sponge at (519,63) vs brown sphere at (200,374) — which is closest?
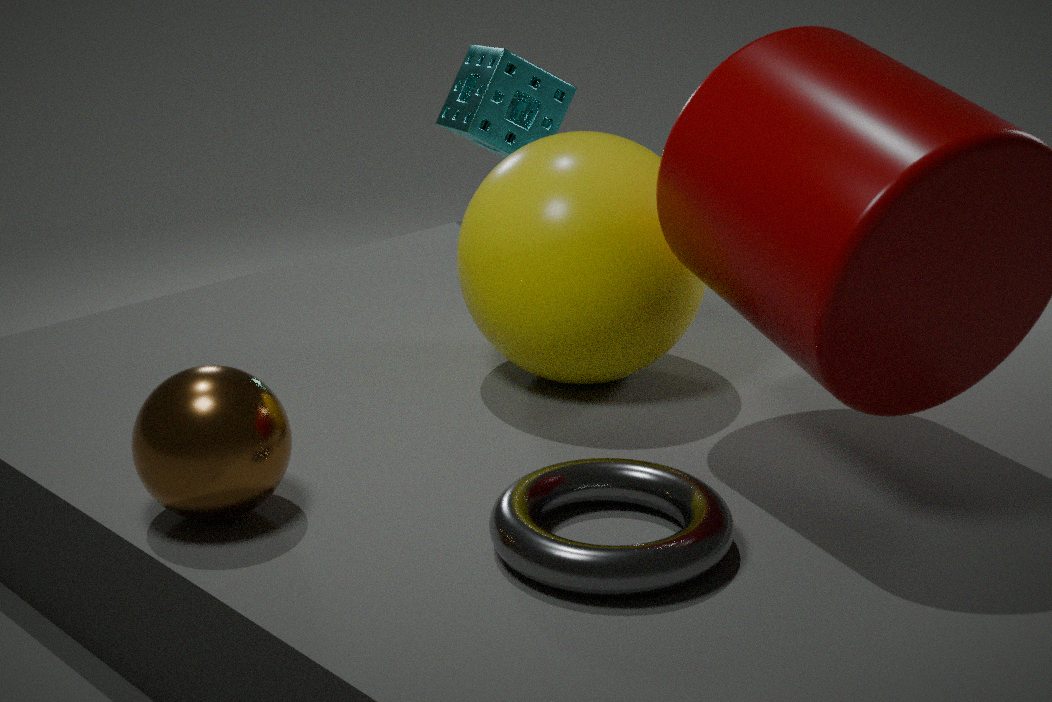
brown sphere at (200,374)
